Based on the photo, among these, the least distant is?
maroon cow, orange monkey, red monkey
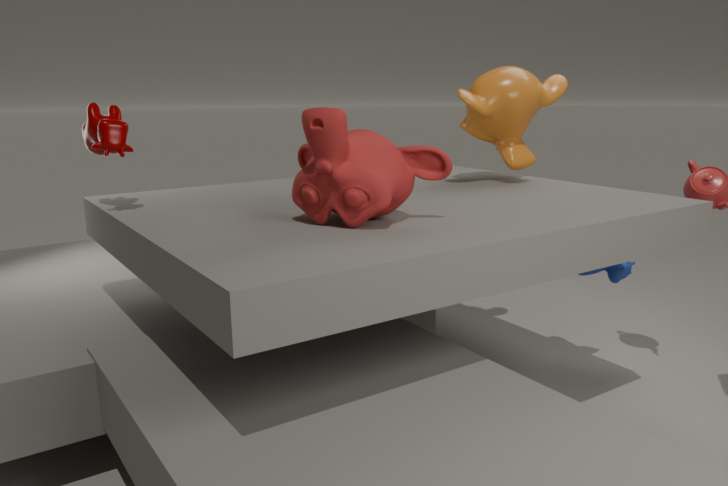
red monkey
